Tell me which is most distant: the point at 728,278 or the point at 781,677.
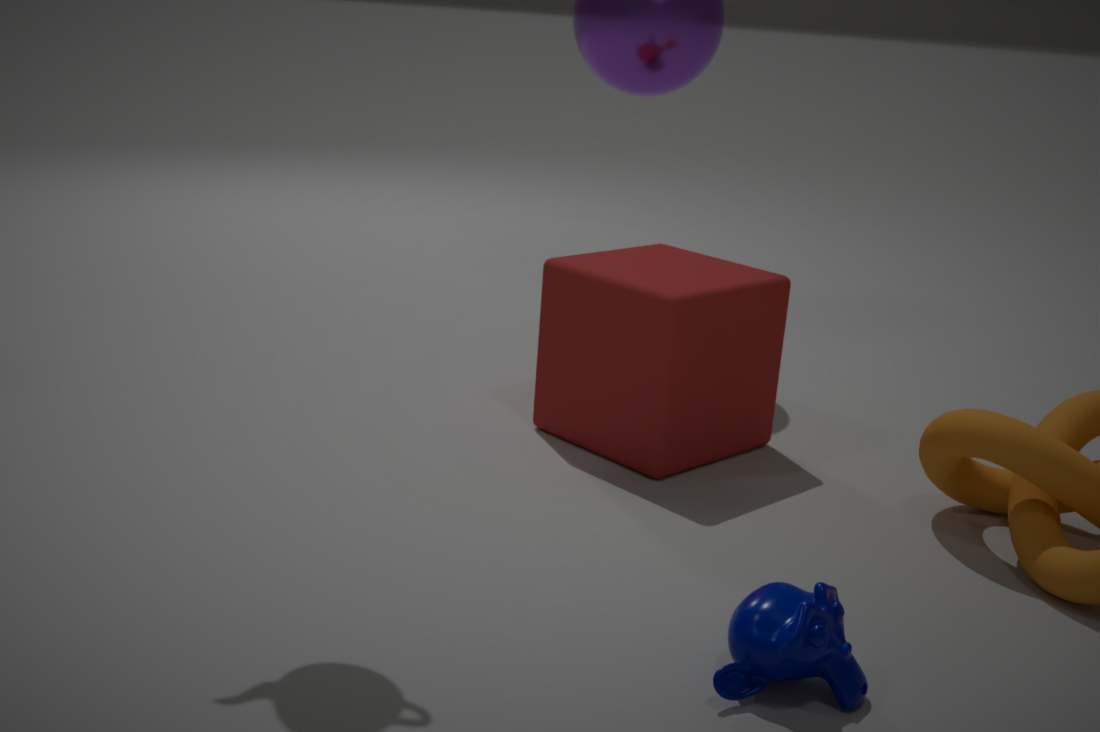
the point at 728,278
